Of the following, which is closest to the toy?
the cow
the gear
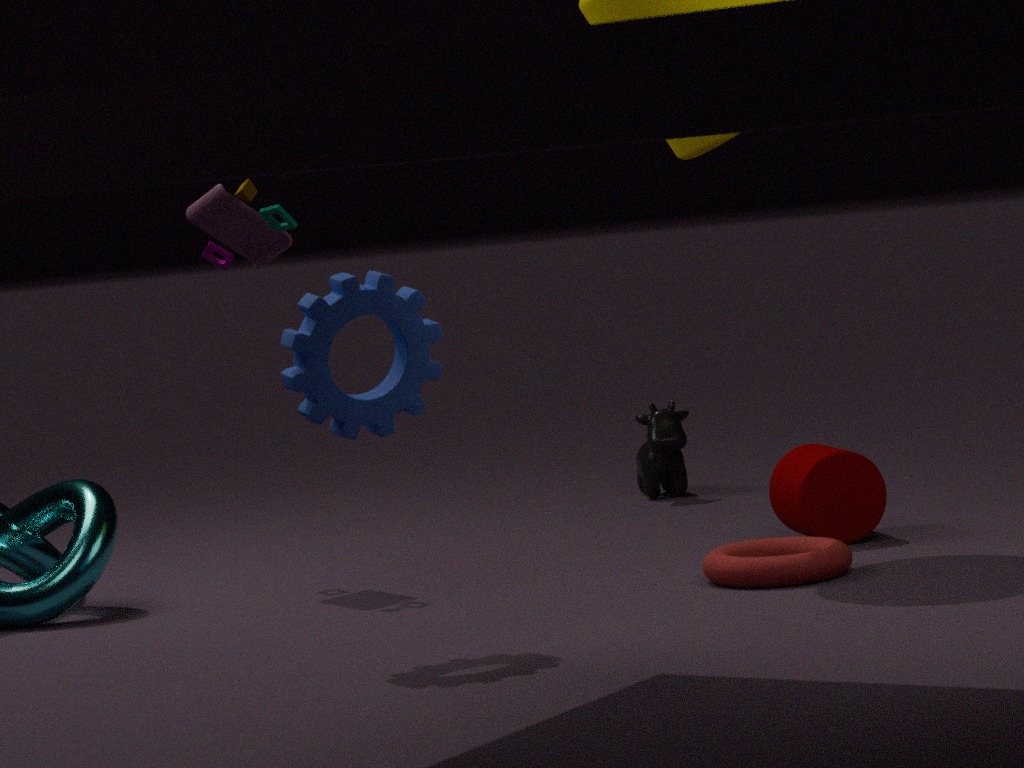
the gear
